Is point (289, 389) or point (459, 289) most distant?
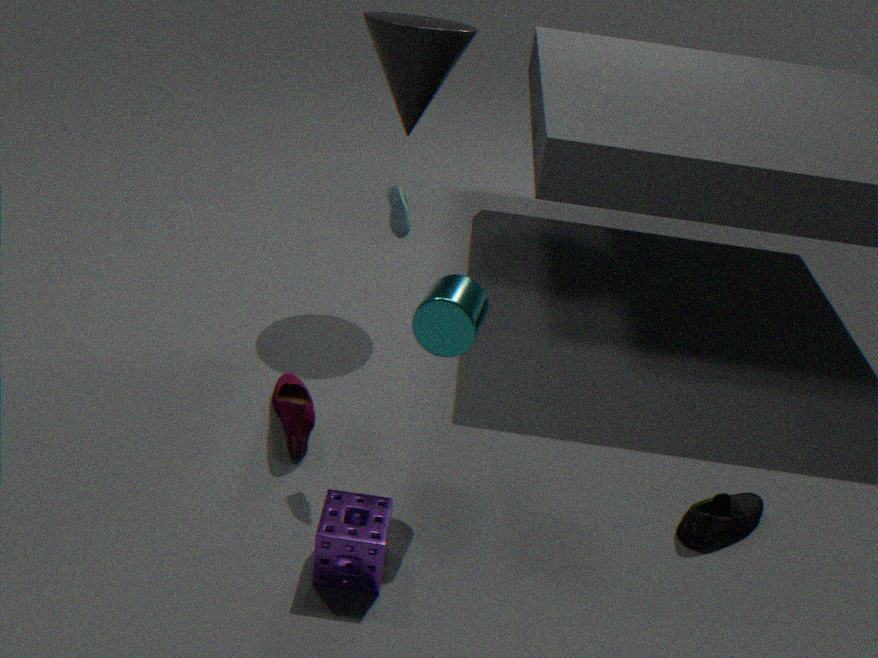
point (289, 389)
